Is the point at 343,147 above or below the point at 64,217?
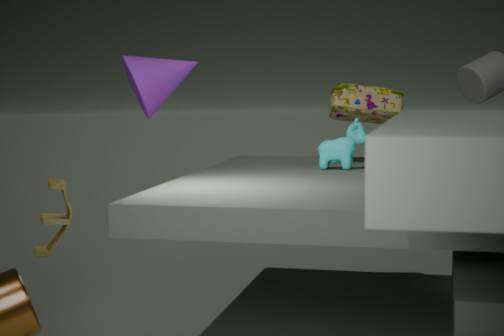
above
